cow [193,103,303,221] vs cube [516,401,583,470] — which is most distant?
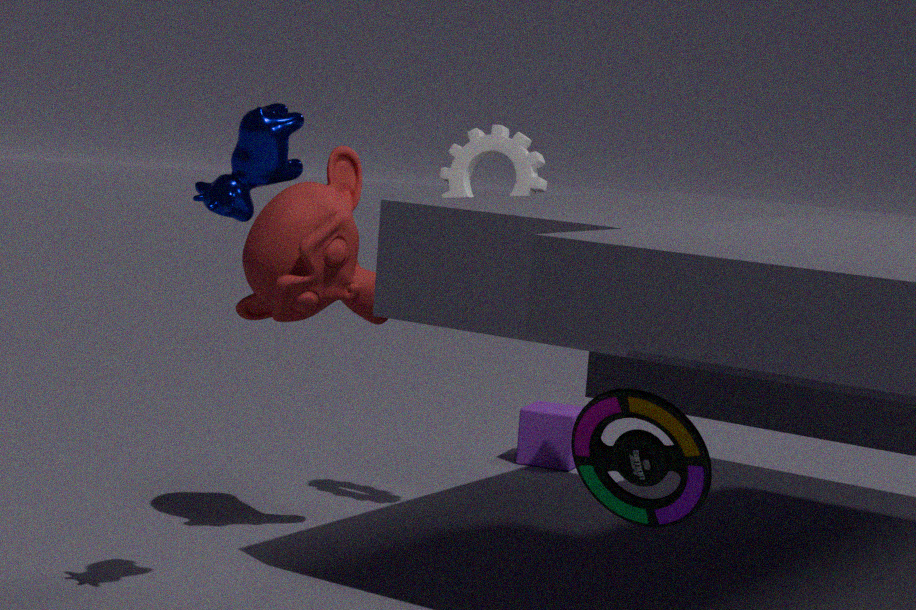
cube [516,401,583,470]
